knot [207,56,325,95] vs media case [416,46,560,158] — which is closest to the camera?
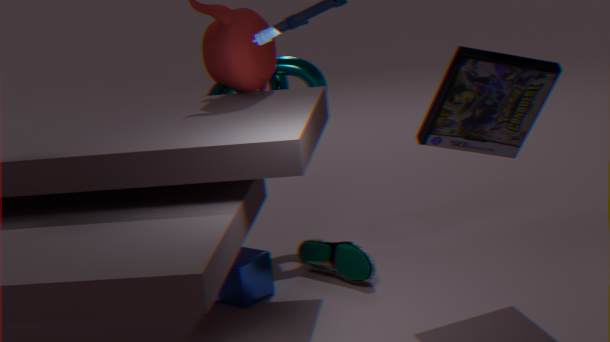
media case [416,46,560,158]
